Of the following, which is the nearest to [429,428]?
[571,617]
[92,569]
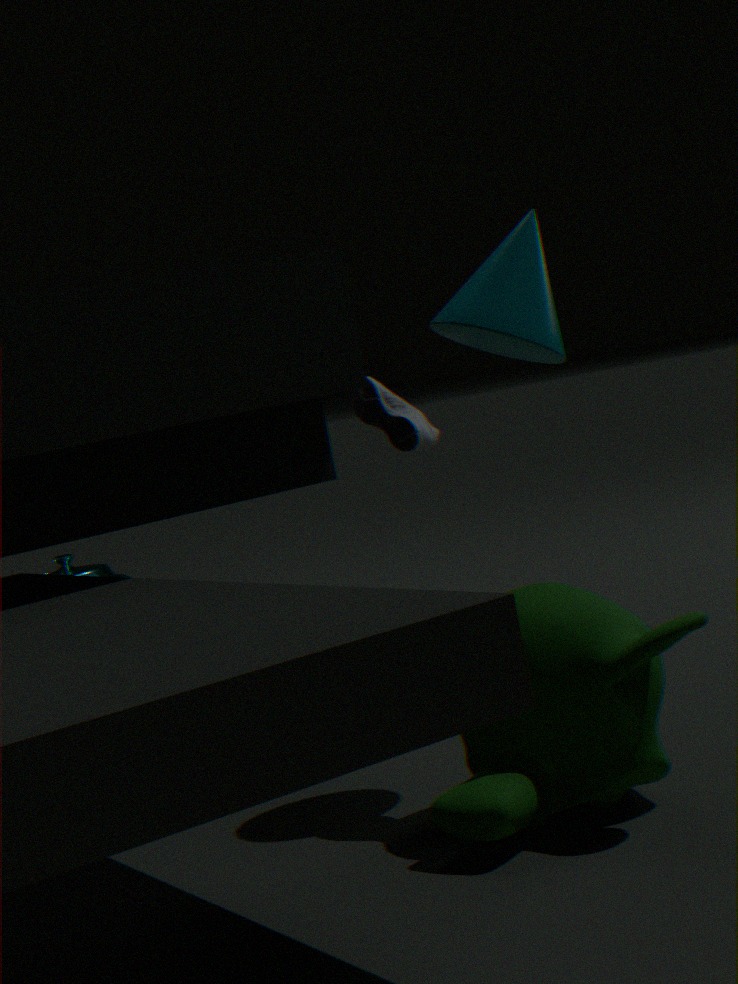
[571,617]
